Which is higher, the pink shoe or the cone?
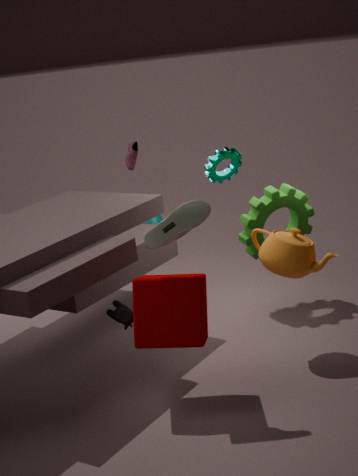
the pink shoe
